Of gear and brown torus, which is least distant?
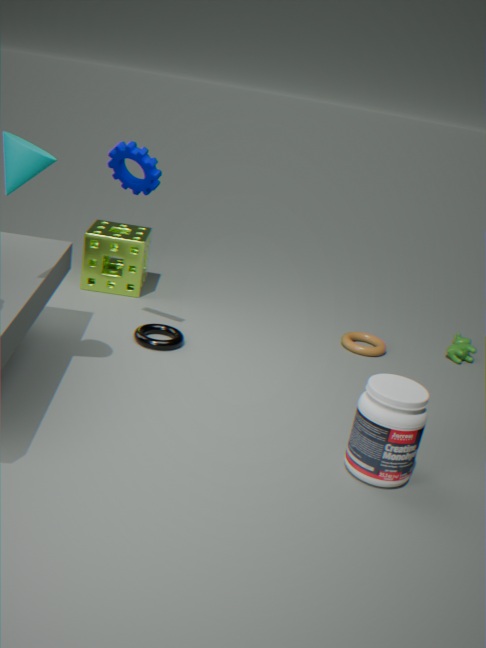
gear
